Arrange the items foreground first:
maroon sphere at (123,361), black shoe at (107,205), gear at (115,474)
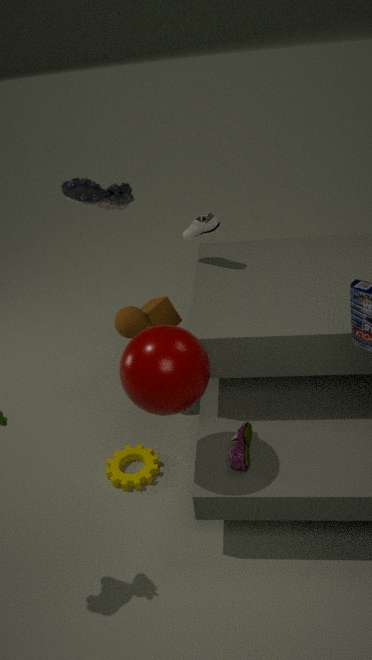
maroon sphere at (123,361), gear at (115,474), black shoe at (107,205)
